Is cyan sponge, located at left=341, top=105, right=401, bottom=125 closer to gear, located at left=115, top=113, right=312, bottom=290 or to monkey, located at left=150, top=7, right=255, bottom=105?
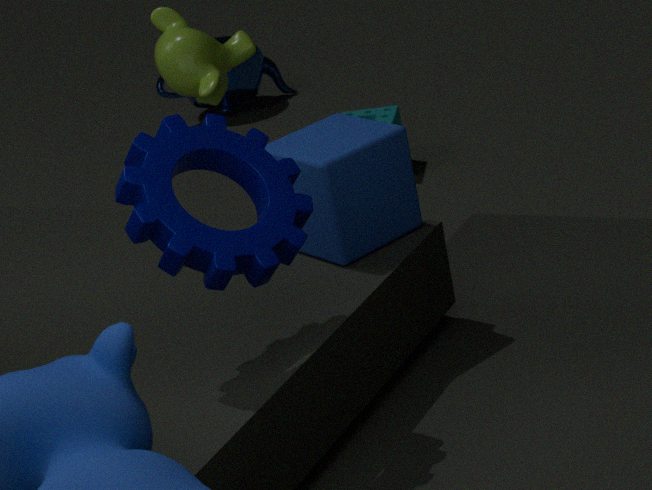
monkey, located at left=150, top=7, right=255, bottom=105
